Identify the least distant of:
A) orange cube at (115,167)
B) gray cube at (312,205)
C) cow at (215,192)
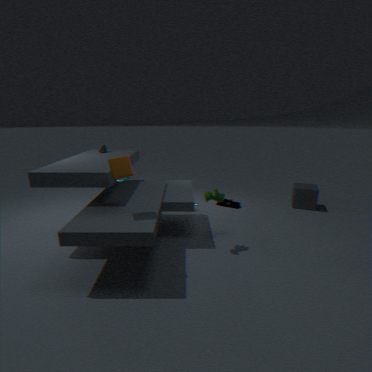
orange cube at (115,167)
